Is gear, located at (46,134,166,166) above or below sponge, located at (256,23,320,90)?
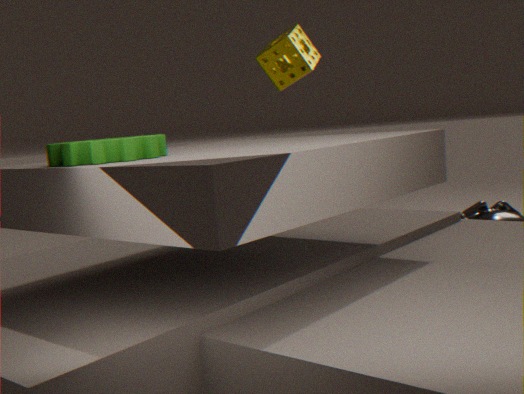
below
